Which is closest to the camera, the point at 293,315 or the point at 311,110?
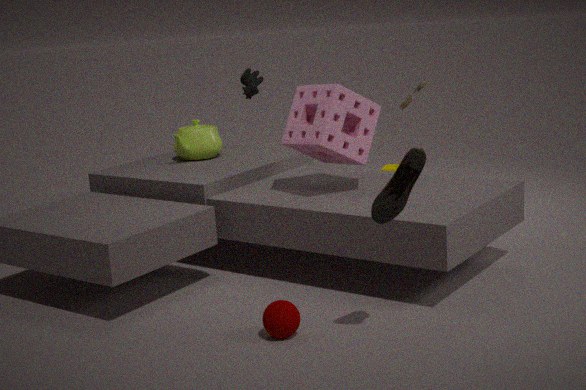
the point at 293,315
